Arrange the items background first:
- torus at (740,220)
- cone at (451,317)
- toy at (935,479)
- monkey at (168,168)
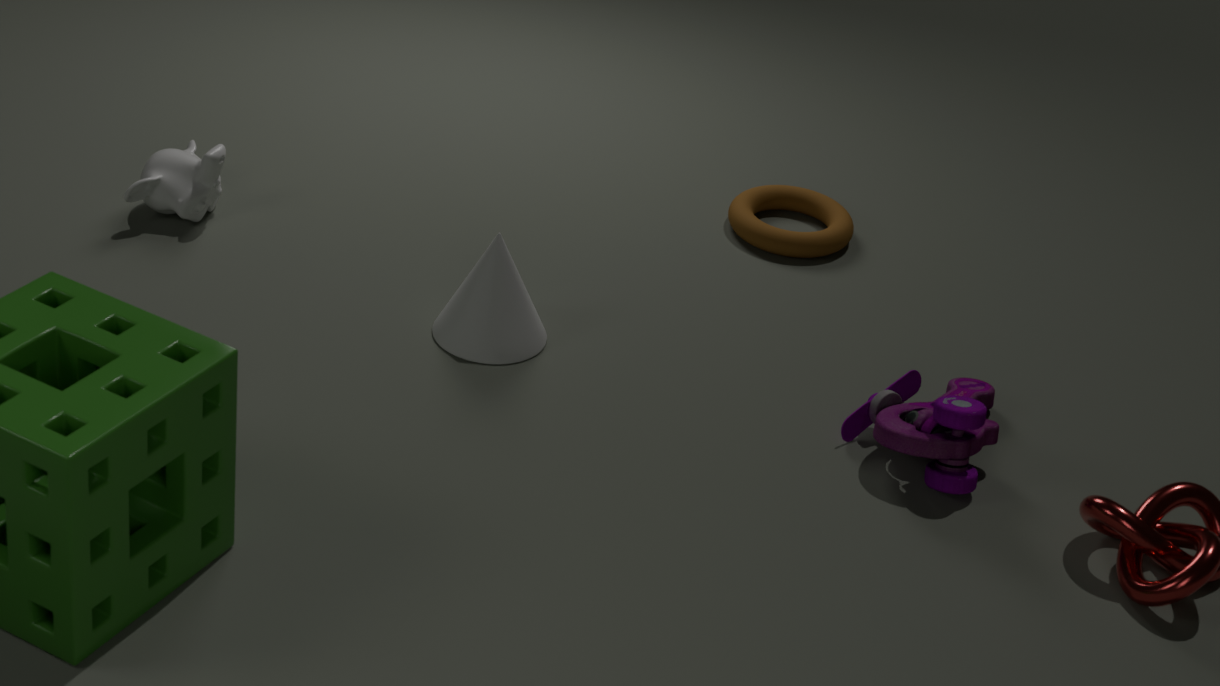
torus at (740,220) → monkey at (168,168) → cone at (451,317) → toy at (935,479)
